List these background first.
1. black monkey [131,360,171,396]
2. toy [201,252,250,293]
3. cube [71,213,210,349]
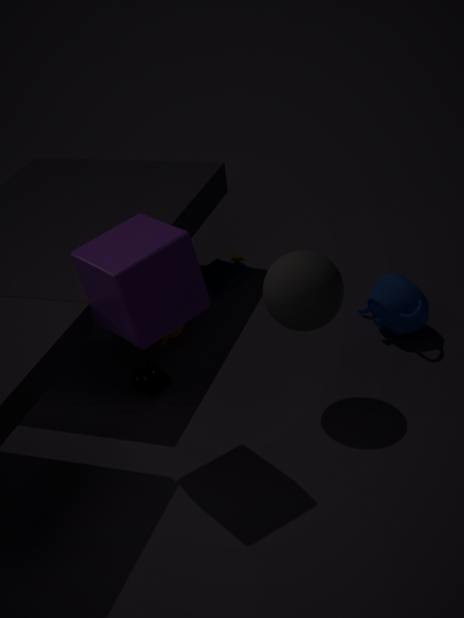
toy [201,252,250,293], black monkey [131,360,171,396], cube [71,213,210,349]
